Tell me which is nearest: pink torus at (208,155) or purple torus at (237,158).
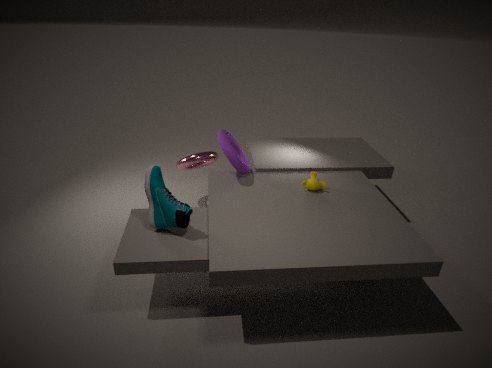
purple torus at (237,158)
